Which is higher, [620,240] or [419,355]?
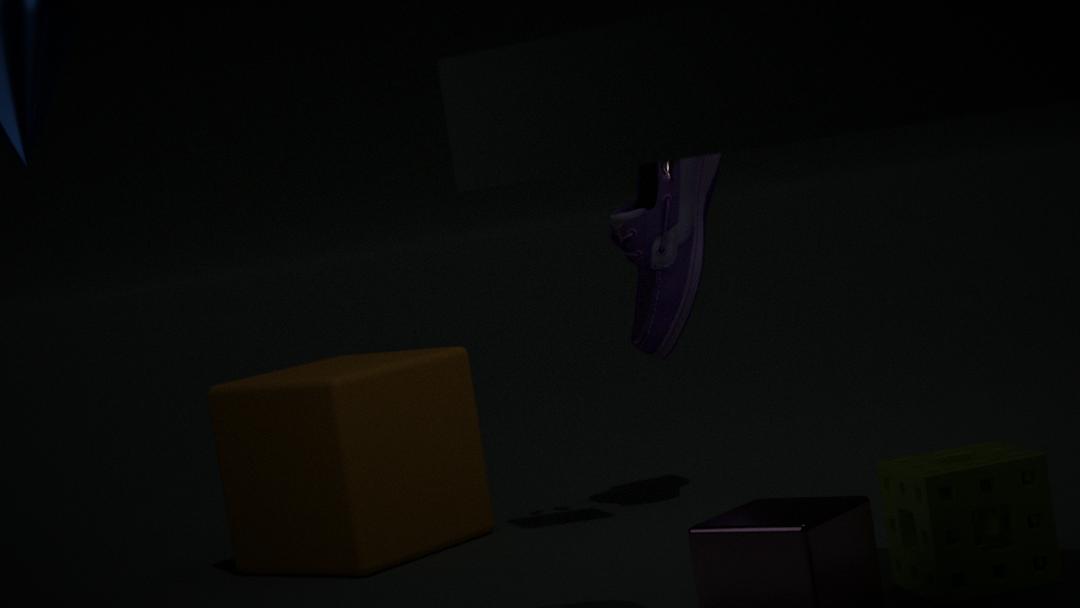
[620,240]
